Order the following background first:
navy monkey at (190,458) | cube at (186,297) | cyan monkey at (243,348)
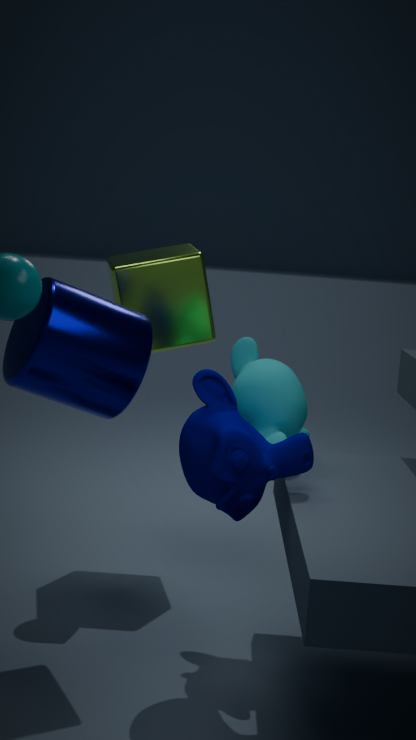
cube at (186,297) → cyan monkey at (243,348) → navy monkey at (190,458)
